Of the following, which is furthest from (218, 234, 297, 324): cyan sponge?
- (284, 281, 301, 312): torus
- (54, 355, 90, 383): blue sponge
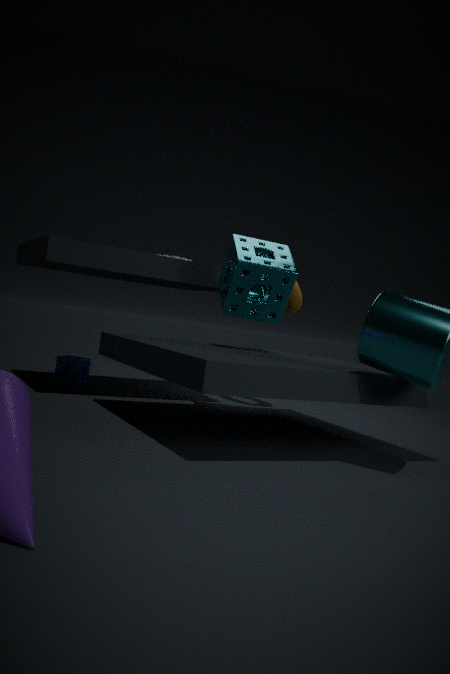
(54, 355, 90, 383): blue sponge
